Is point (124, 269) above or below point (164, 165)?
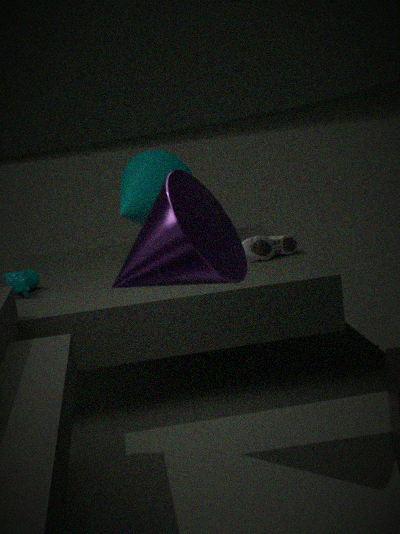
below
